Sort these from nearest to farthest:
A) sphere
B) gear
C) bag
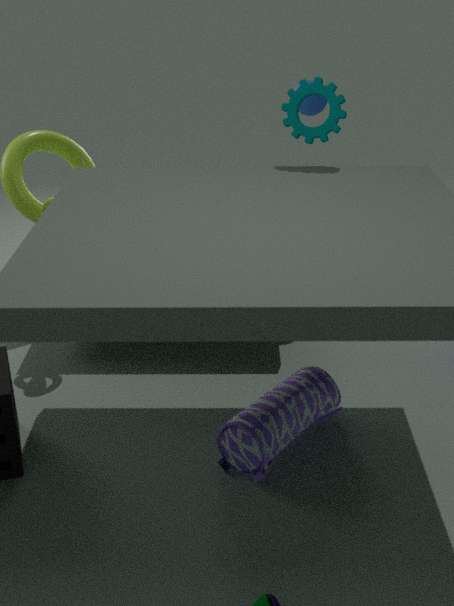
1. bag
2. gear
3. sphere
